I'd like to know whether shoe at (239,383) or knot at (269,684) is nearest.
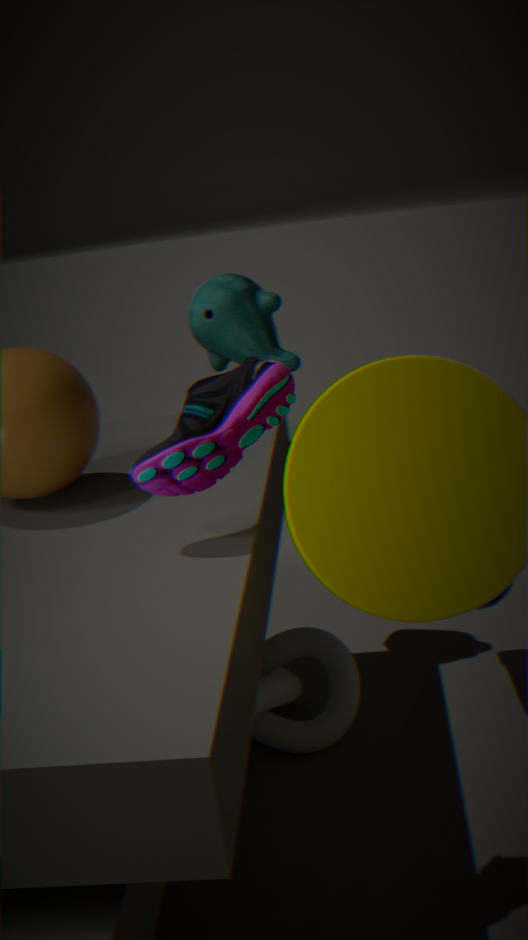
A: shoe at (239,383)
